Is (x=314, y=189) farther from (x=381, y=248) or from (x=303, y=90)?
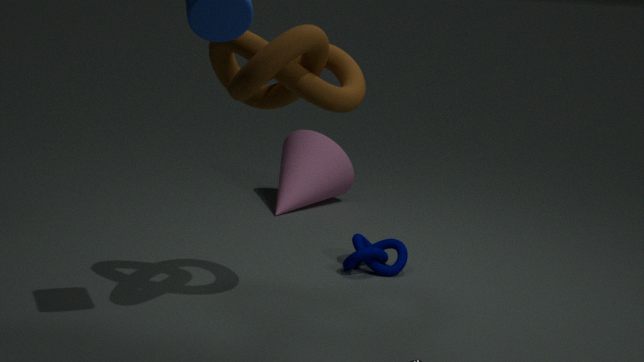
(x=303, y=90)
